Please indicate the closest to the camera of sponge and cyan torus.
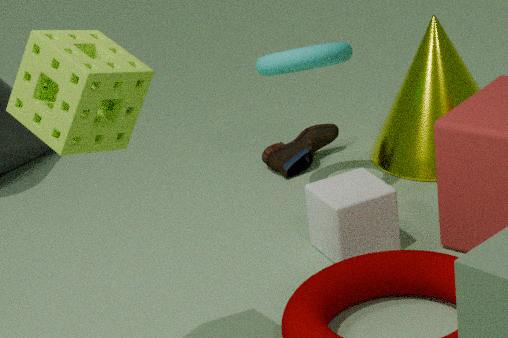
sponge
